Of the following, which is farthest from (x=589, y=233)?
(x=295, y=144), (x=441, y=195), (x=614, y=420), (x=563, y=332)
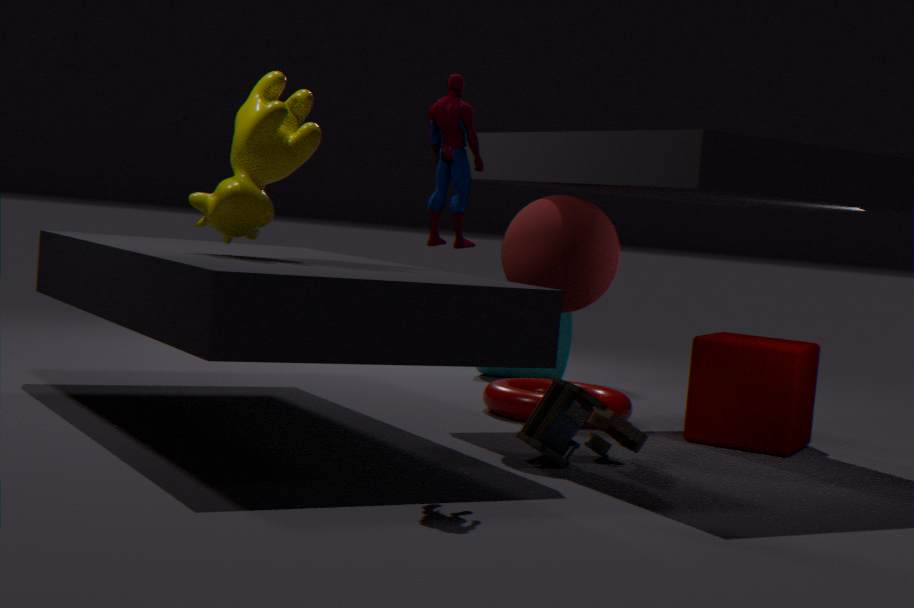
(x=563, y=332)
